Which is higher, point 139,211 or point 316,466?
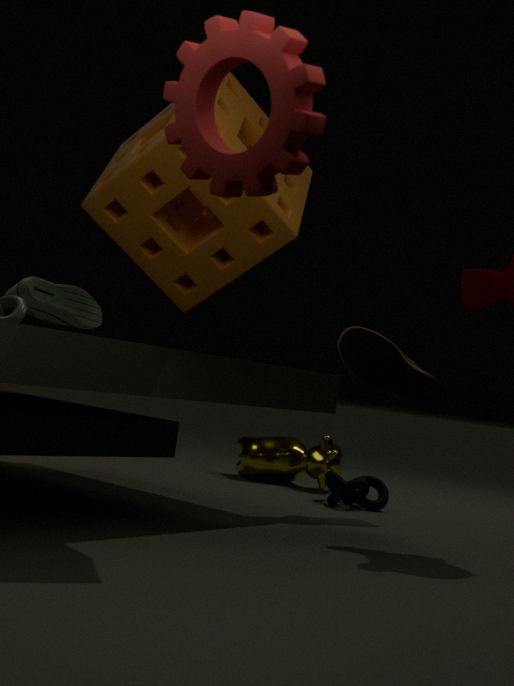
point 139,211
